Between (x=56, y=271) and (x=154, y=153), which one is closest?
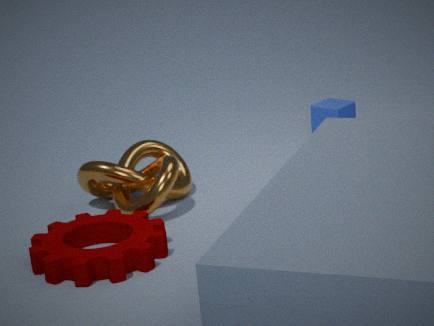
(x=56, y=271)
